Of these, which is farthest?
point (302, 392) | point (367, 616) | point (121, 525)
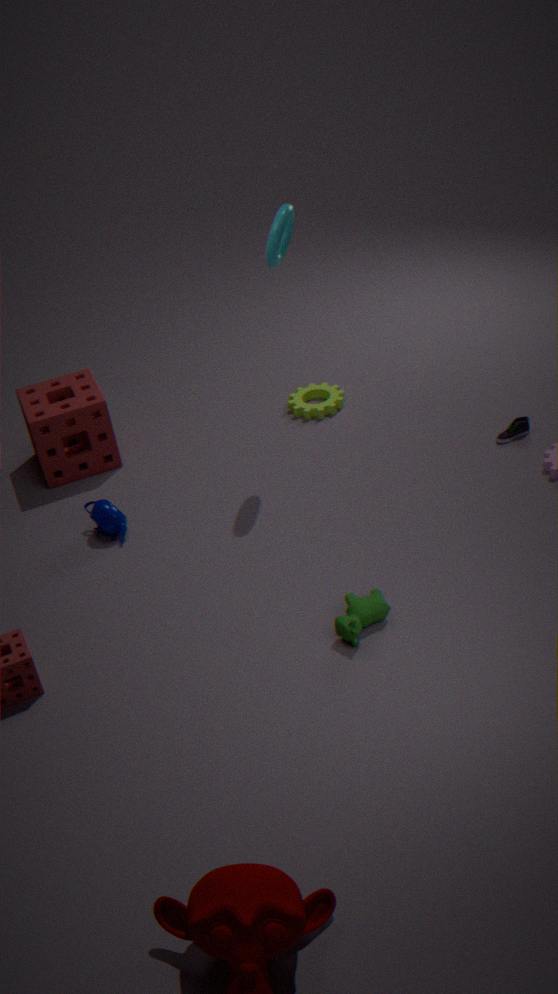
point (302, 392)
